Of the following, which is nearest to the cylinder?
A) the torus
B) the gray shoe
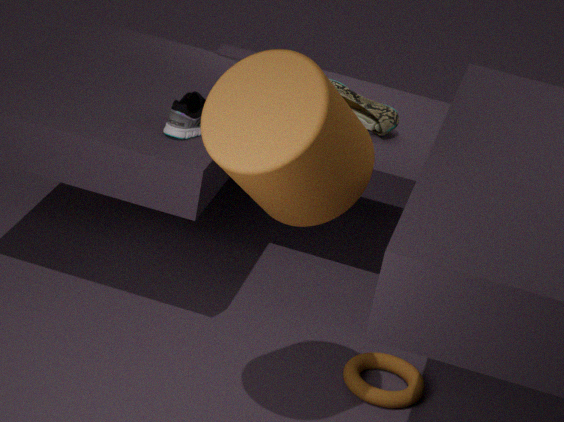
the gray shoe
